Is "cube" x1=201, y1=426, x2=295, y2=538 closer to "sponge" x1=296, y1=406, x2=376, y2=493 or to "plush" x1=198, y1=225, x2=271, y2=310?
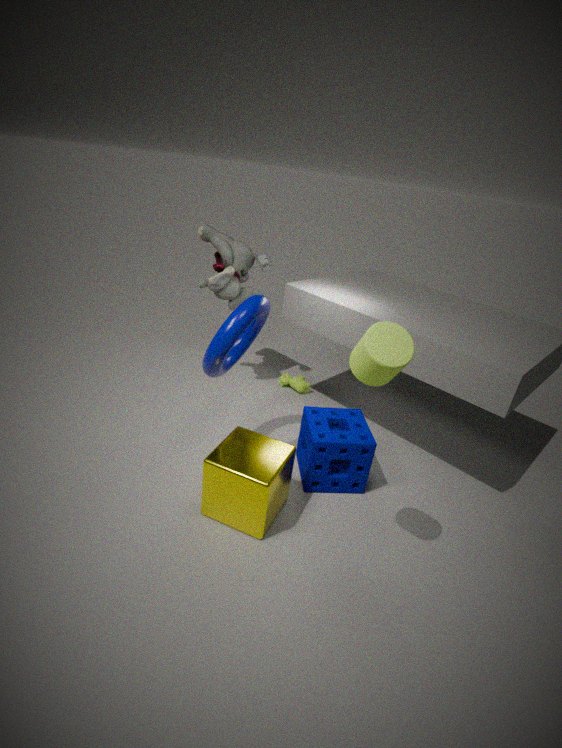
"sponge" x1=296, y1=406, x2=376, y2=493
